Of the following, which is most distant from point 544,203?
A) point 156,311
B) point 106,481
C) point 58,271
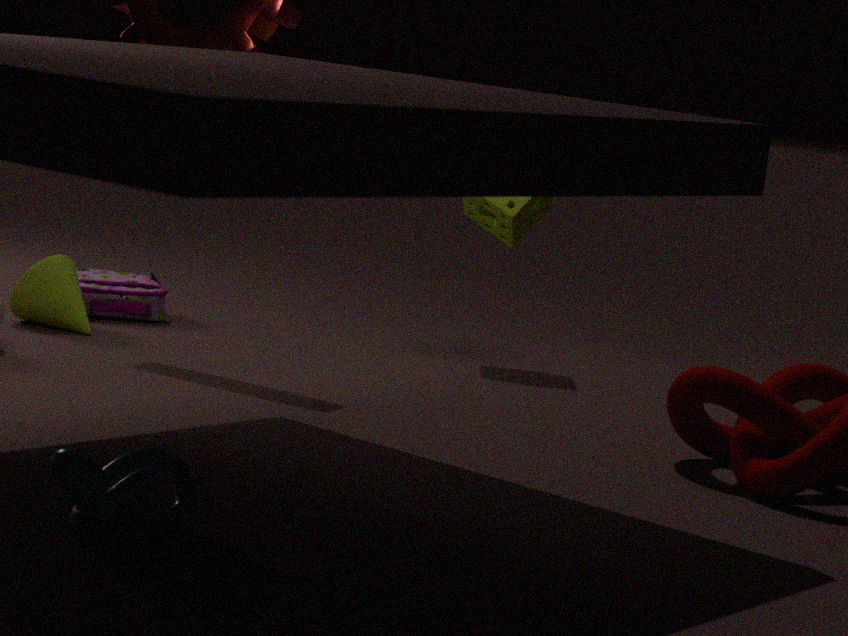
point 106,481
